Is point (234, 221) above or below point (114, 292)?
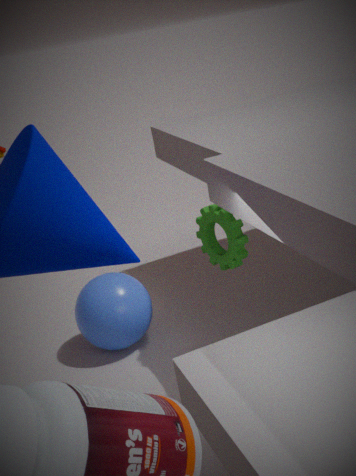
above
